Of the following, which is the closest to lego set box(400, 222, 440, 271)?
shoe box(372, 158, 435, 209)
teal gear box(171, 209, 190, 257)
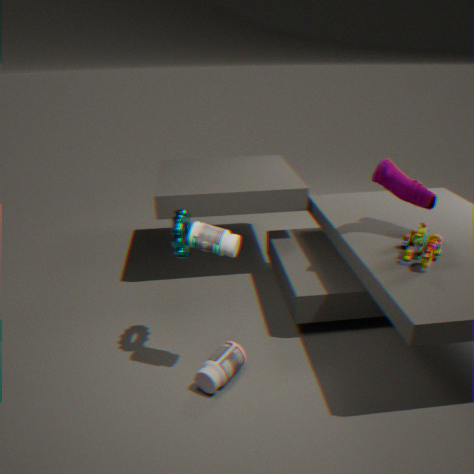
shoe box(372, 158, 435, 209)
